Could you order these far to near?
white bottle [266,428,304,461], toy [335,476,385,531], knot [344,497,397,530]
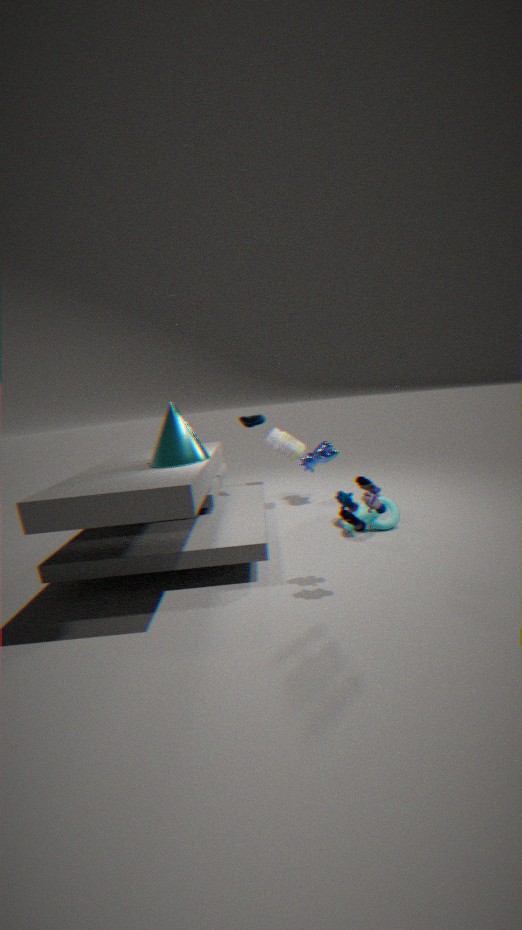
1. white bottle [266,428,304,461]
2. knot [344,497,397,530]
3. toy [335,476,385,531]
